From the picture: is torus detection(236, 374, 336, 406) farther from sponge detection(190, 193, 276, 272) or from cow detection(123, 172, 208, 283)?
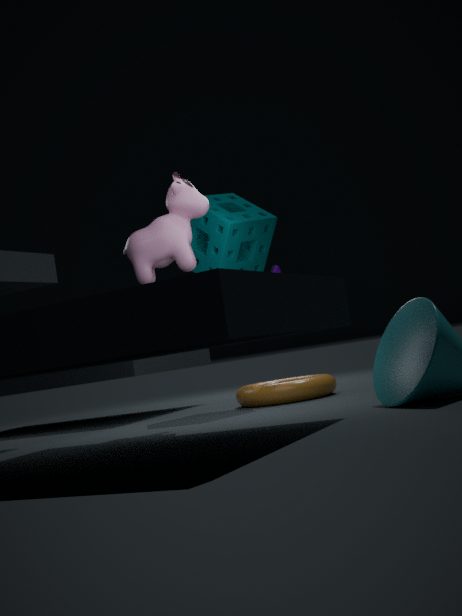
cow detection(123, 172, 208, 283)
